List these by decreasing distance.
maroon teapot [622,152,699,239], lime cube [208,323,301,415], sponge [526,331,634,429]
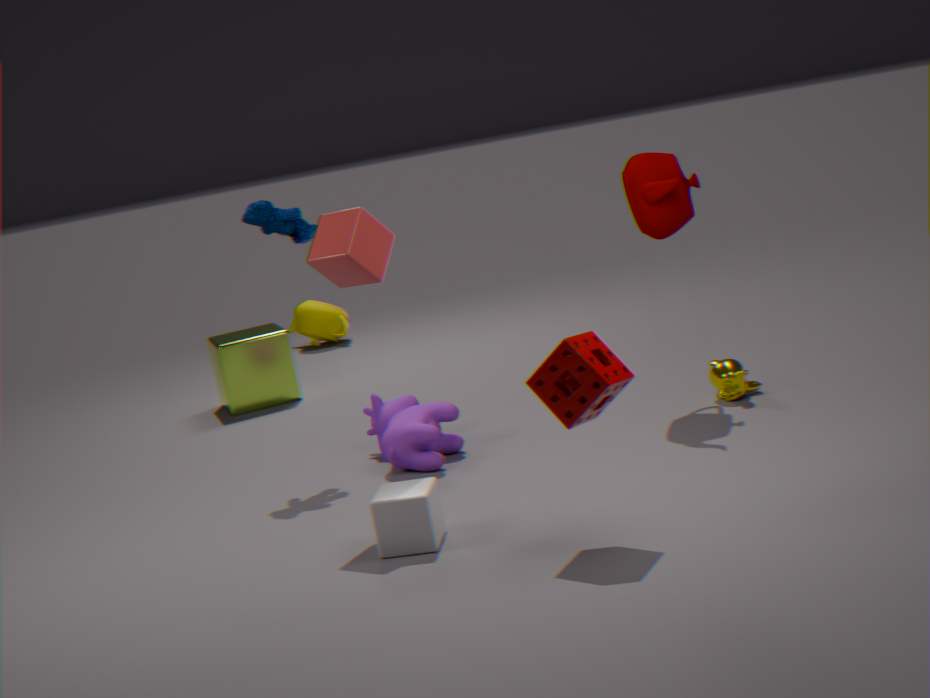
1. lime cube [208,323,301,415]
2. maroon teapot [622,152,699,239]
3. sponge [526,331,634,429]
